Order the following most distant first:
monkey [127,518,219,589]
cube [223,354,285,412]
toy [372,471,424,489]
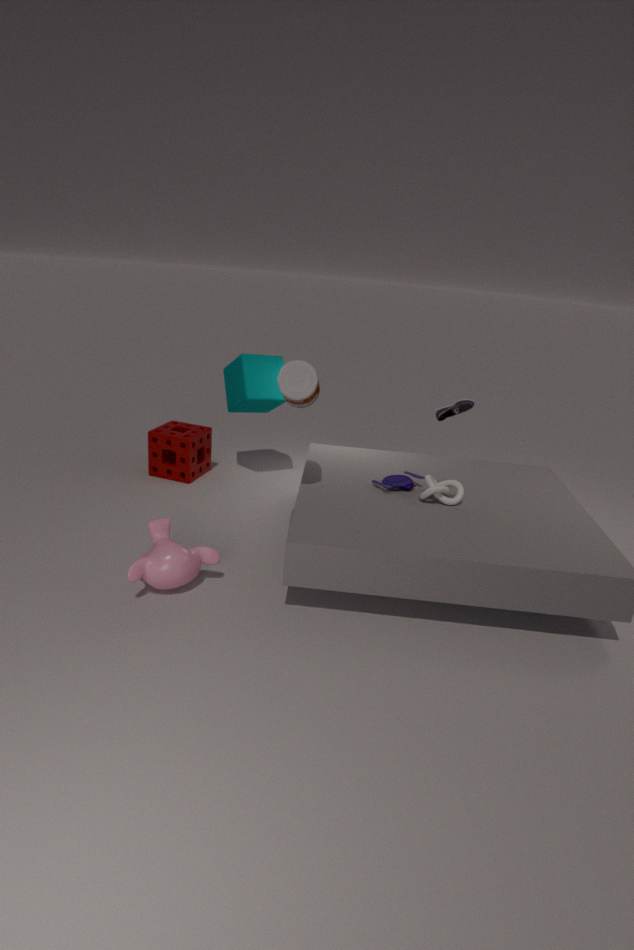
cube [223,354,285,412] < toy [372,471,424,489] < monkey [127,518,219,589]
